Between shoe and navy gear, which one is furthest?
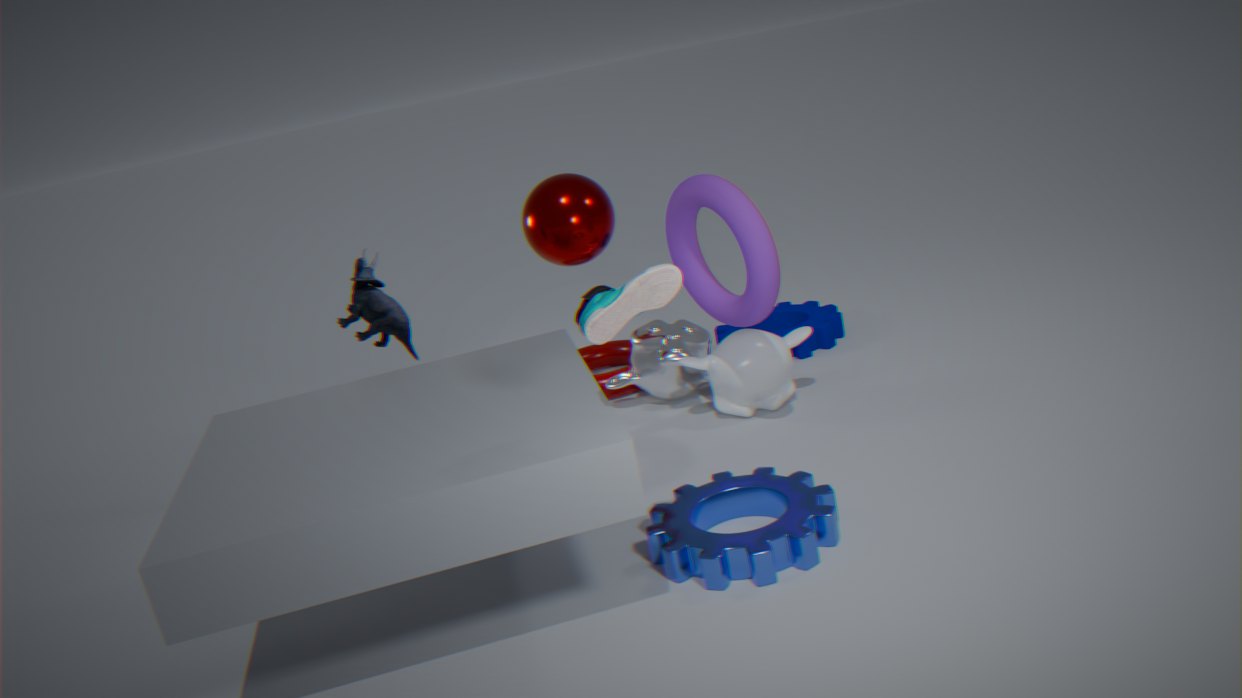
navy gear
